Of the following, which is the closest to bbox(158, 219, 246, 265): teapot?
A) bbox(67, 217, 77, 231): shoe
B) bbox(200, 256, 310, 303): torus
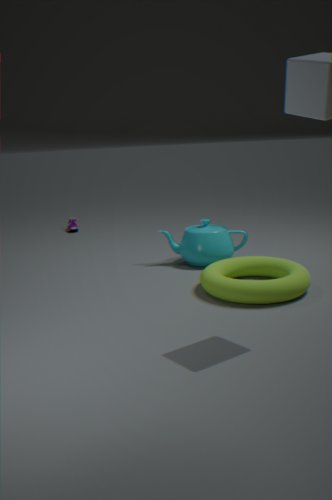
bbox(200, 256, 310, 303): torus
